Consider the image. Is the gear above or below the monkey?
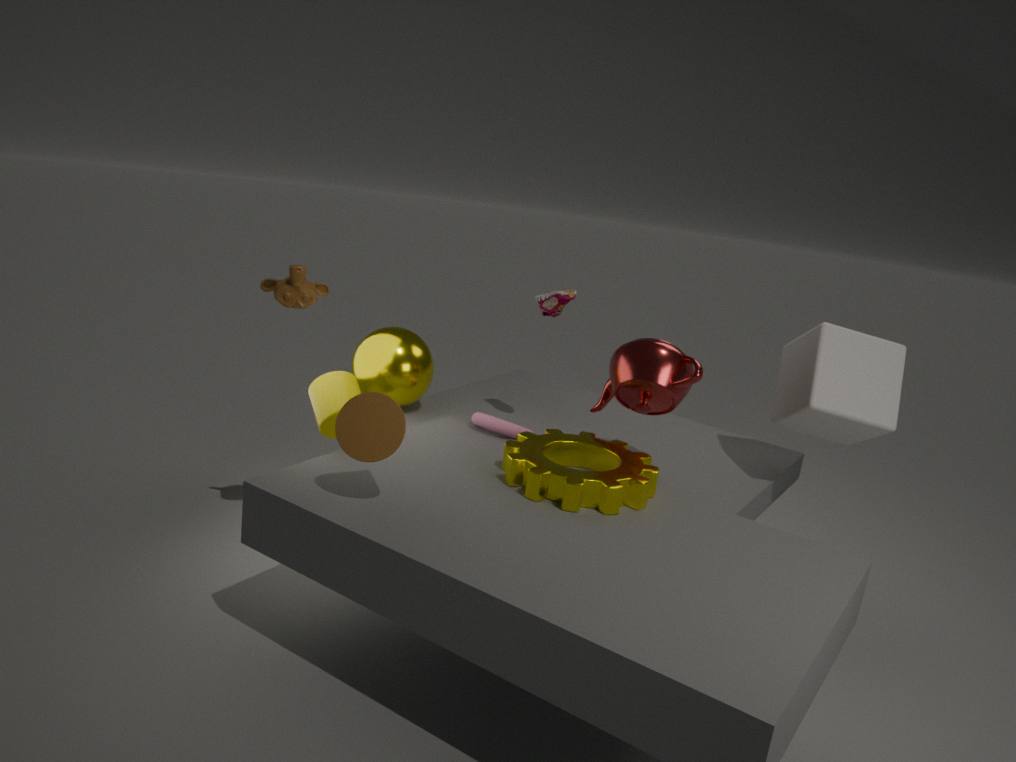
below
